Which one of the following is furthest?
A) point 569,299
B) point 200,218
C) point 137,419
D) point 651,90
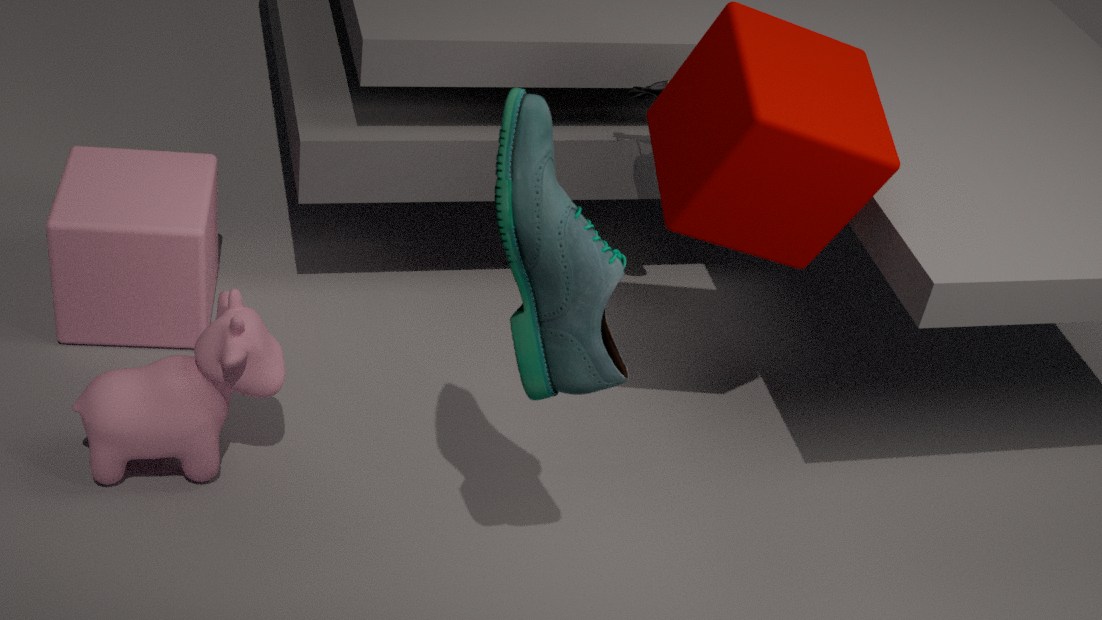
point 651,90
